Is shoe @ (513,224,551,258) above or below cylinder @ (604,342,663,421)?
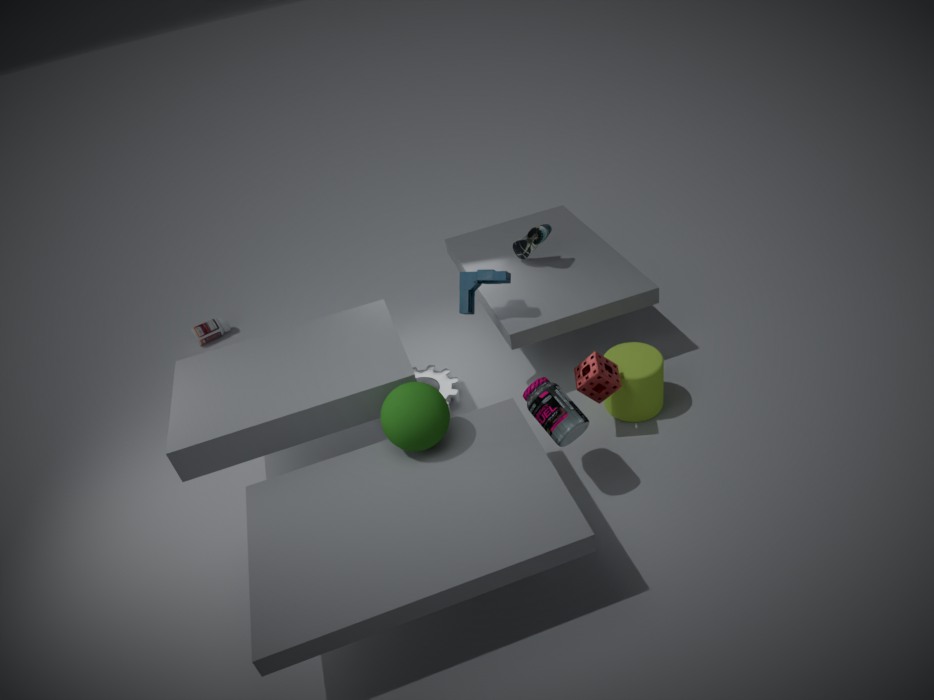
above
